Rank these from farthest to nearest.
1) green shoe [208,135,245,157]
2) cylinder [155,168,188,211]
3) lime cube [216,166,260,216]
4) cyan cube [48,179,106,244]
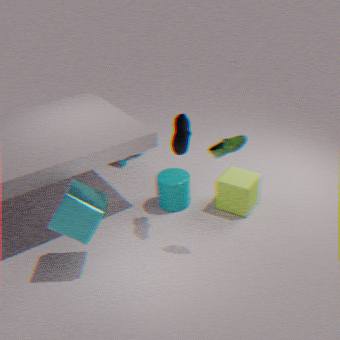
2. cylinder [155,168,188,211]
3. lime cube [216,166,260,216]
1. green shoe [208,135,245,157]
4. cyan cube [48,179,106,244]
